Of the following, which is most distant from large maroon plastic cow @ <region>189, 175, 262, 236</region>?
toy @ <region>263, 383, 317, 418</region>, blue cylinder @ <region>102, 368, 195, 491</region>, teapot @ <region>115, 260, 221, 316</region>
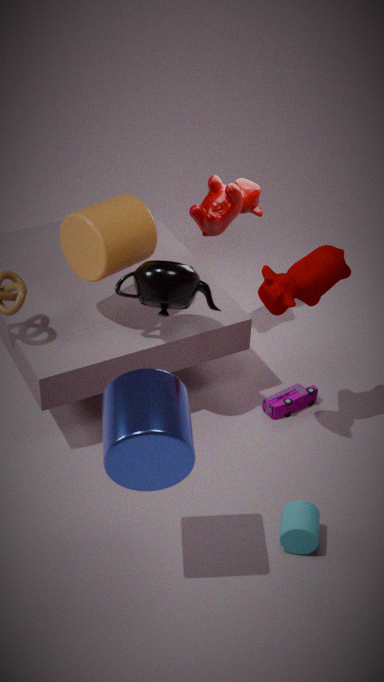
blue cylinder @ <region>102, 368, 195, 491</region>
